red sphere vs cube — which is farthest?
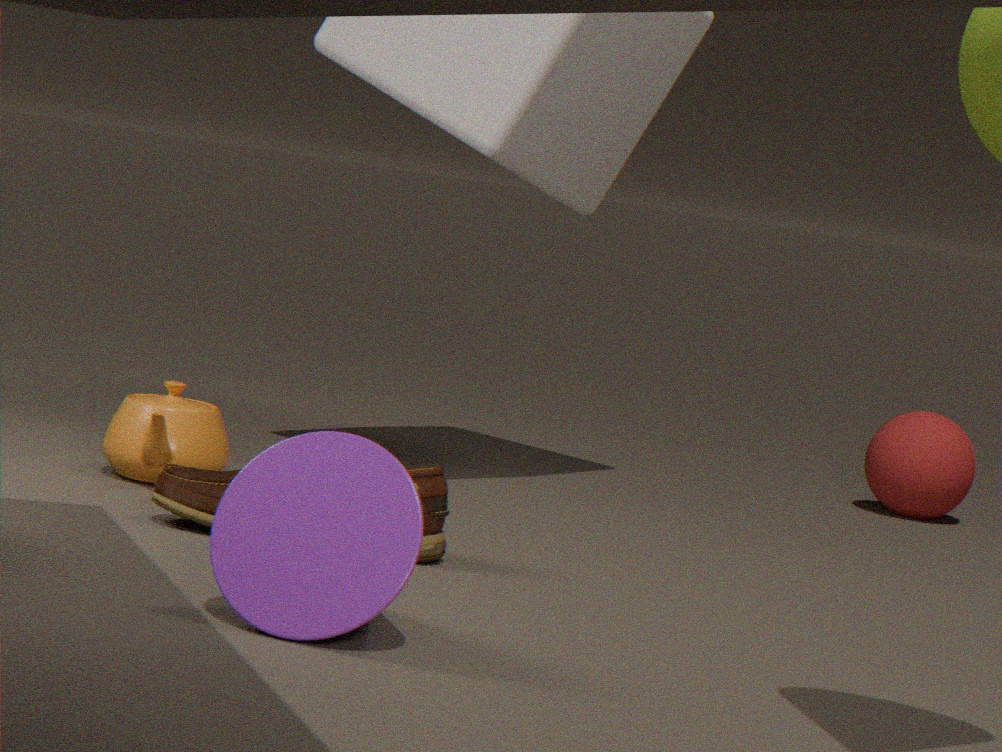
red sphere
